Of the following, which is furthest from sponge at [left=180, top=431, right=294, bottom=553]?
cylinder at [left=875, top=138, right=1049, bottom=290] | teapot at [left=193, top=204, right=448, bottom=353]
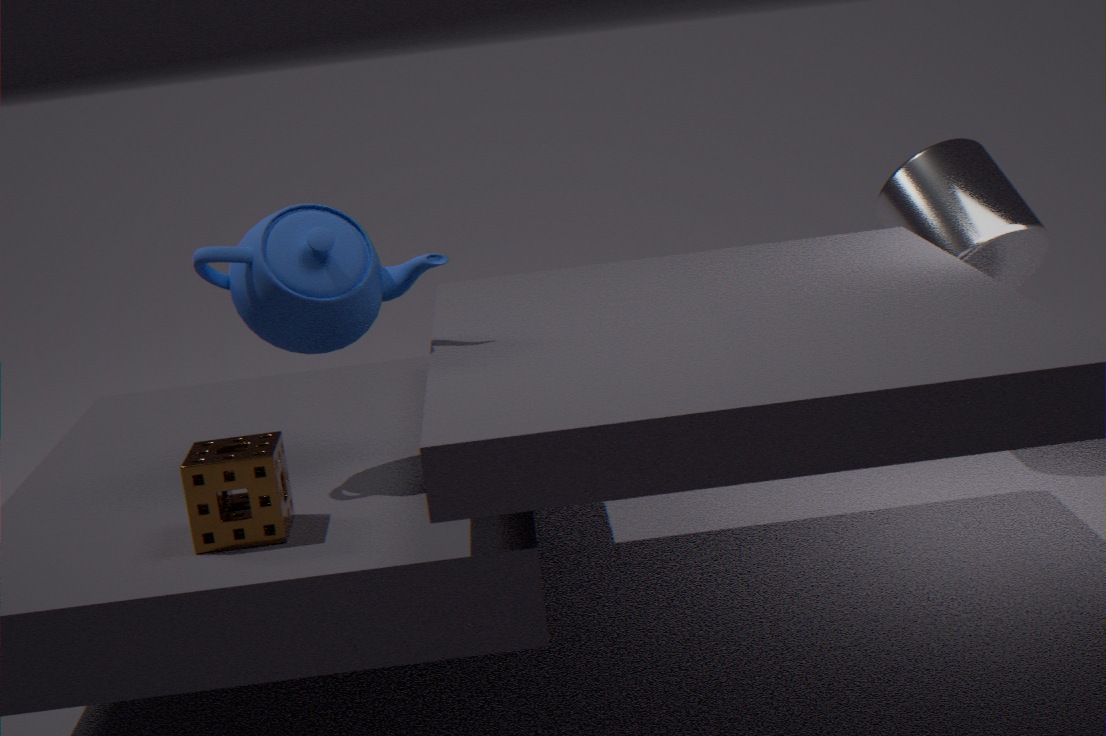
cylinder at [left=875, top=138, right=1049, bottom=290]
